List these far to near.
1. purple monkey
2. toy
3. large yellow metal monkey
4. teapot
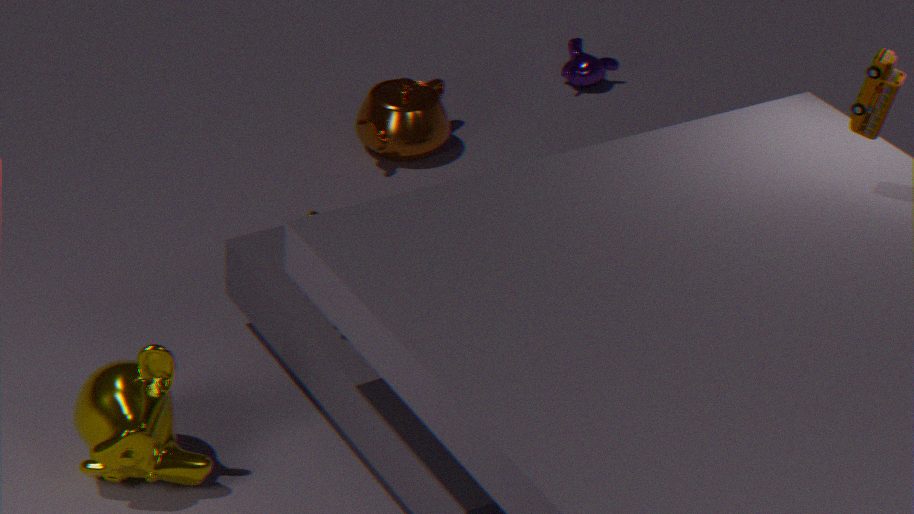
1. purple monkey
2. teapot
3. large yellow metal monkey
4. toy
